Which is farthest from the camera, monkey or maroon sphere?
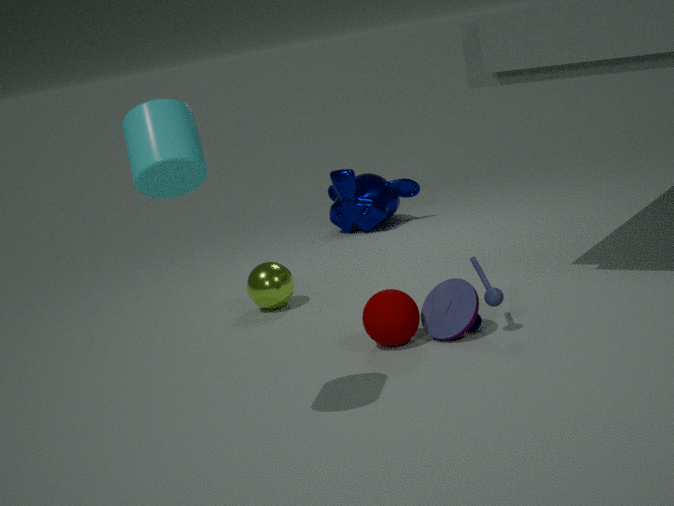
monkey
